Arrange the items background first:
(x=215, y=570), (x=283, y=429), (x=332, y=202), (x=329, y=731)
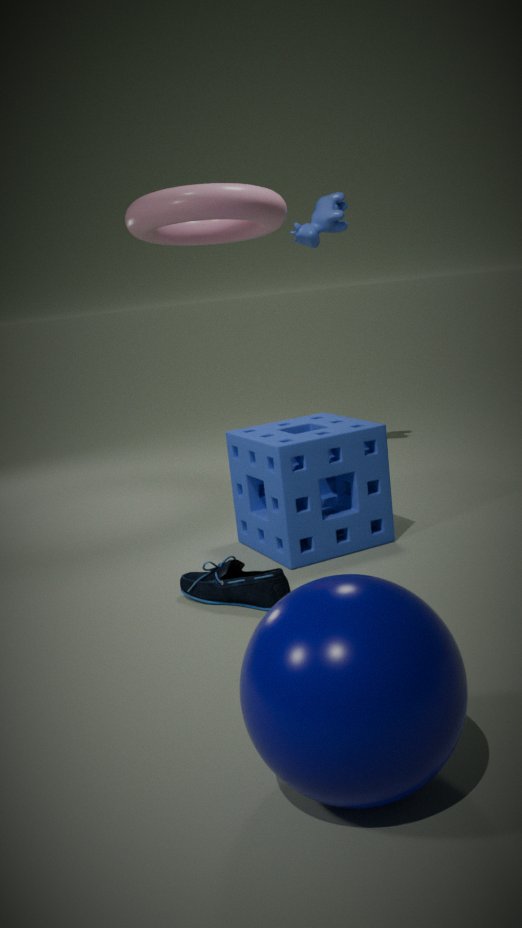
(x=332, y=202) → (x=283, y=429) → (x=215, y=570) → (x=329, y=731)
